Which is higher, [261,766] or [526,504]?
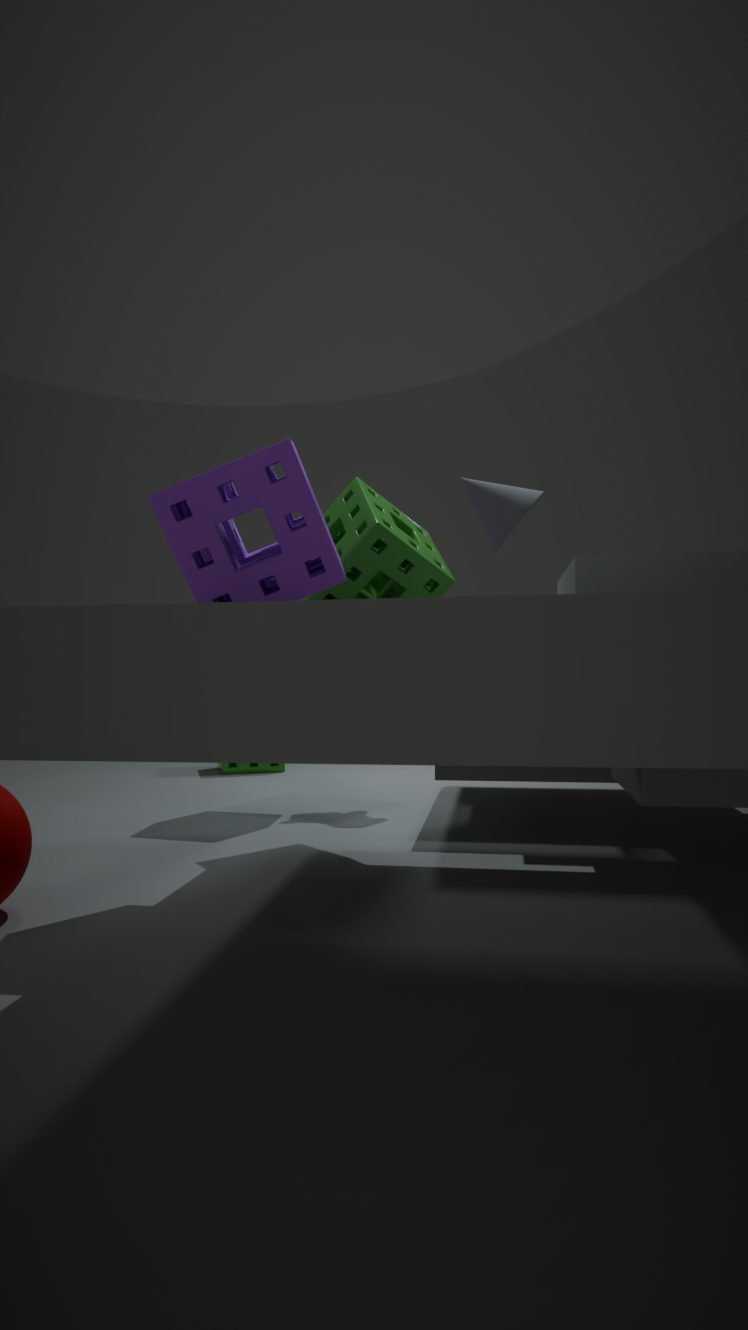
[526,504]
